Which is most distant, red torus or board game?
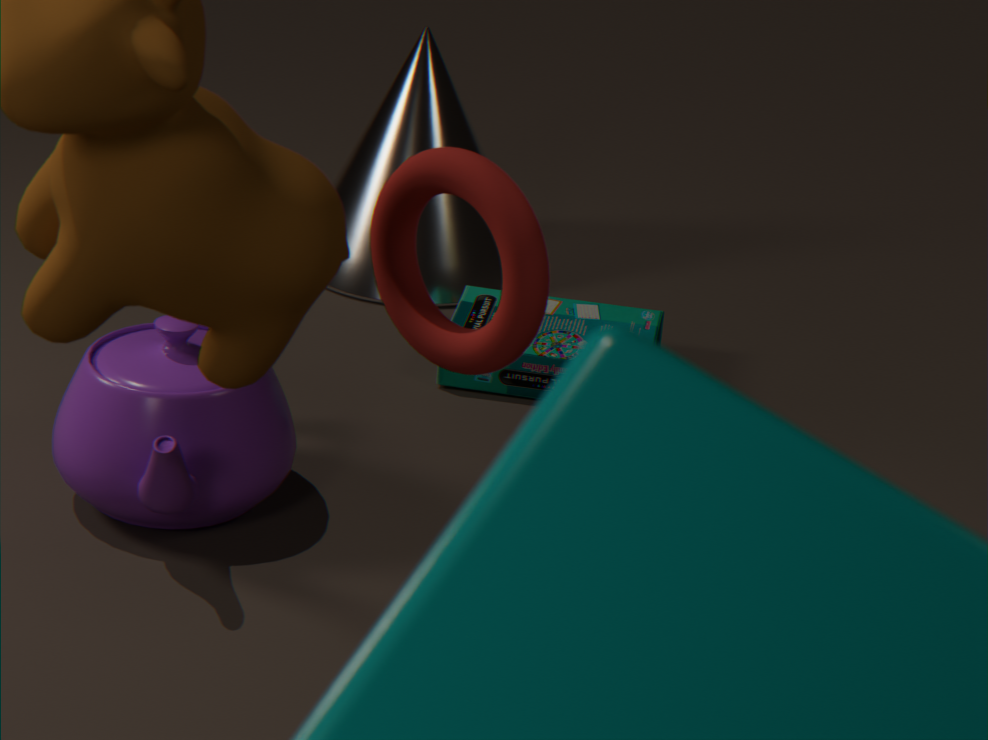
board game
